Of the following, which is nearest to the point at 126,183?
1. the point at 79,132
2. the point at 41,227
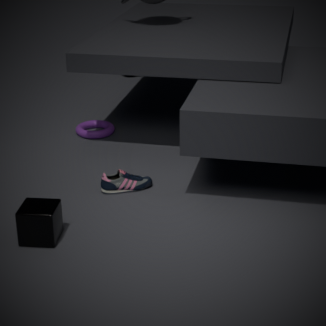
the point at 41,227
